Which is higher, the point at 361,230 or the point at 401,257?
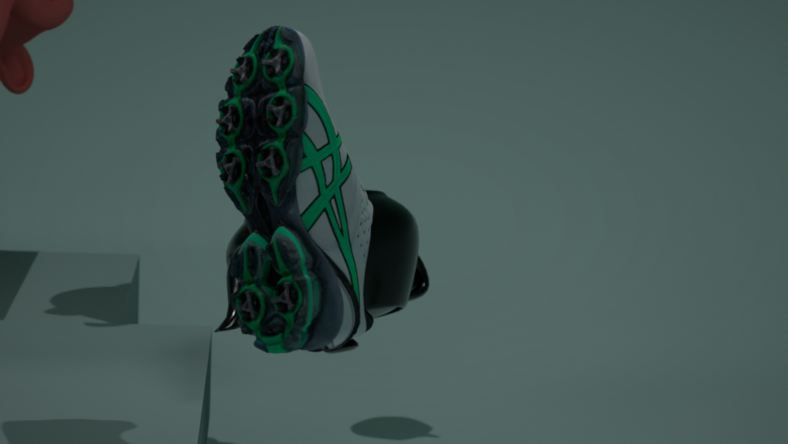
the point at 361,230
